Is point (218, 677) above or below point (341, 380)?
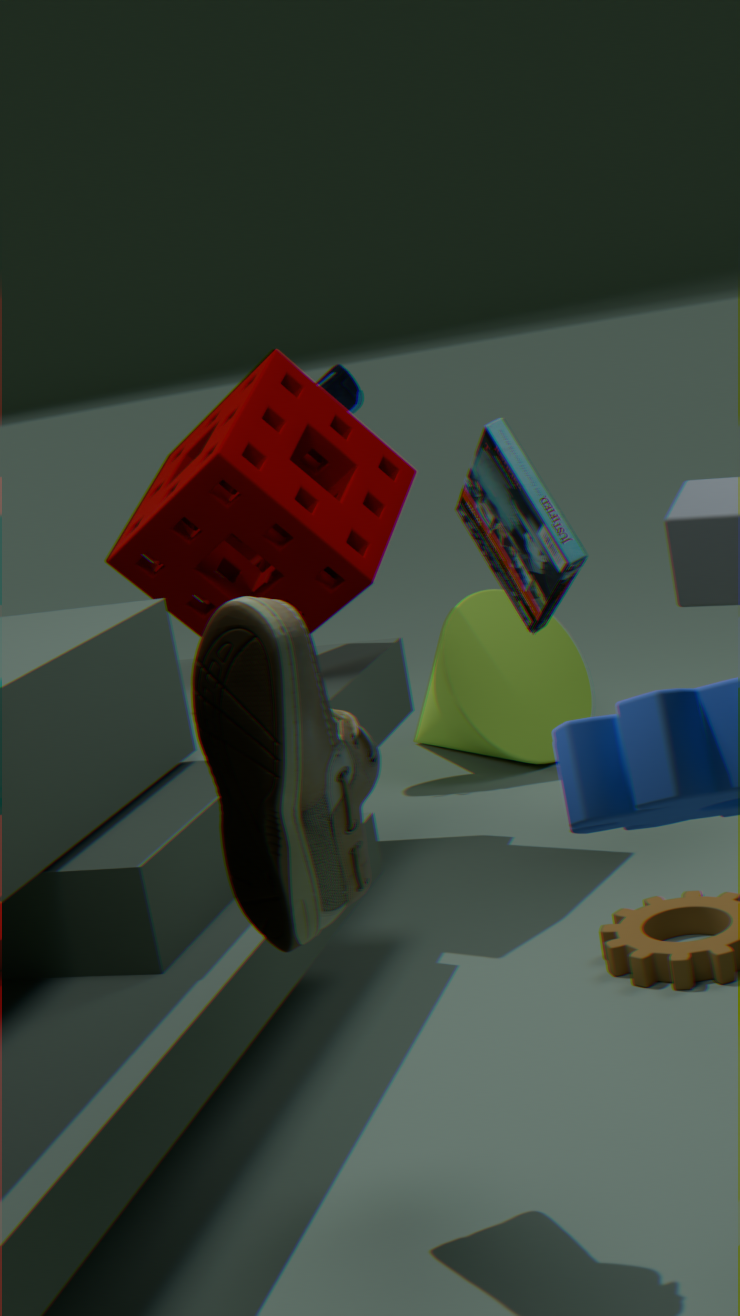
below
